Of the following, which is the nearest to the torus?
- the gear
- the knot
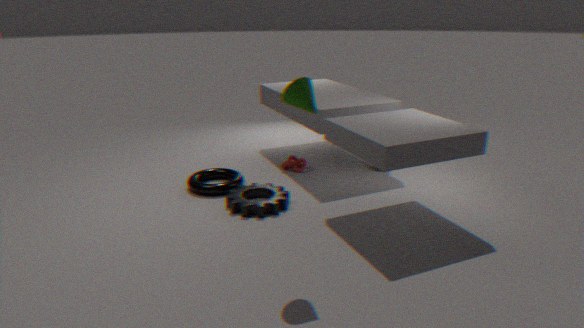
the gear
